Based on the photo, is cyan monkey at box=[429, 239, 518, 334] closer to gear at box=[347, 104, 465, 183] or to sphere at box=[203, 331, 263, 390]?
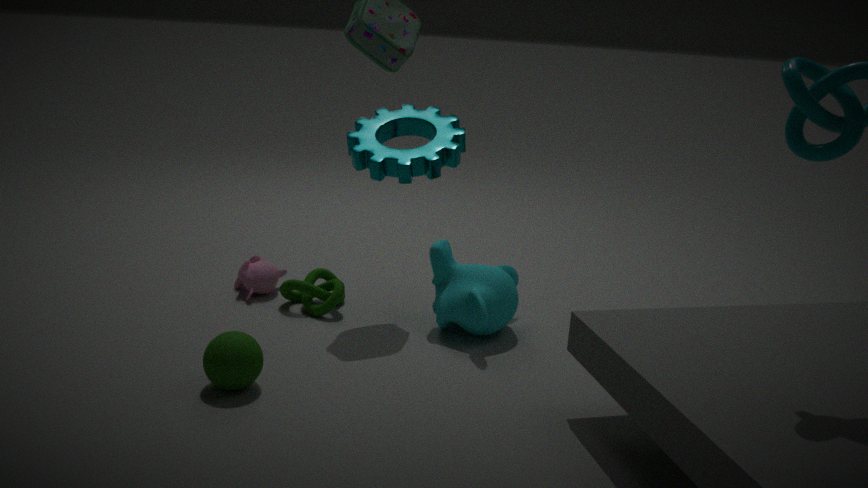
sphere at box=[203, 331, 263, 390]
